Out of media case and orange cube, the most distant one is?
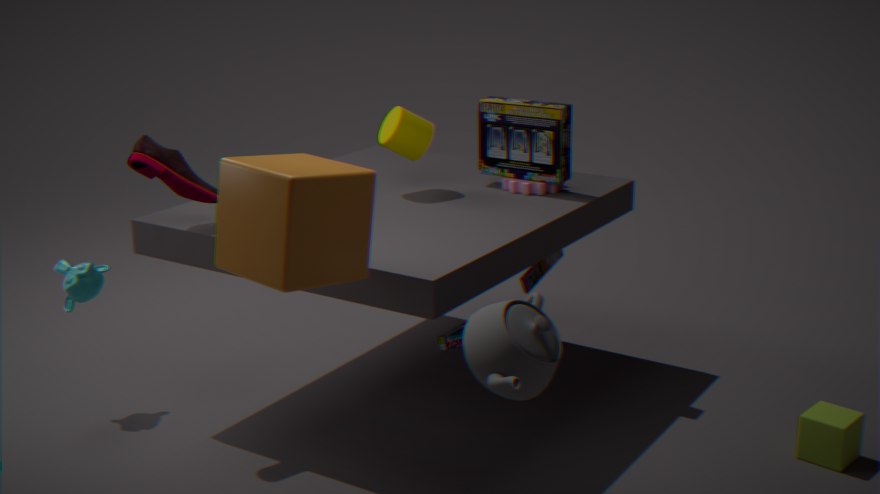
media case
